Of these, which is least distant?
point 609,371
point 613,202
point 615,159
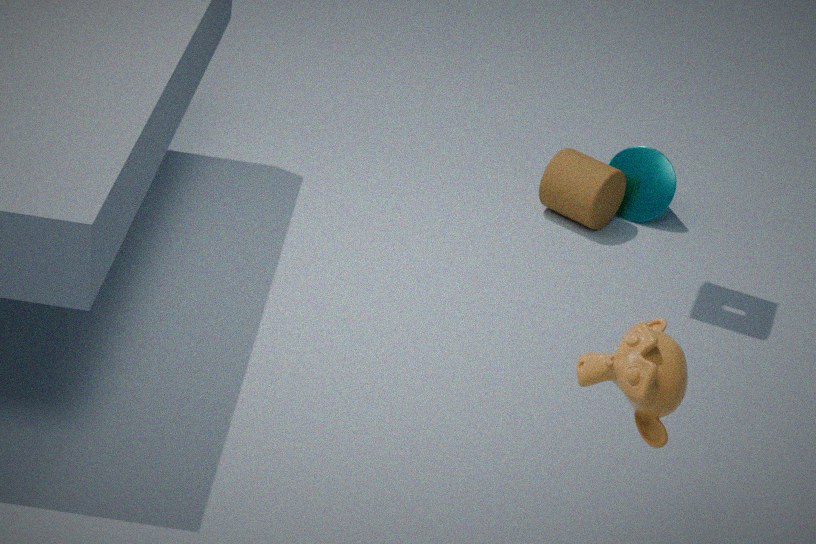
point 609,371
